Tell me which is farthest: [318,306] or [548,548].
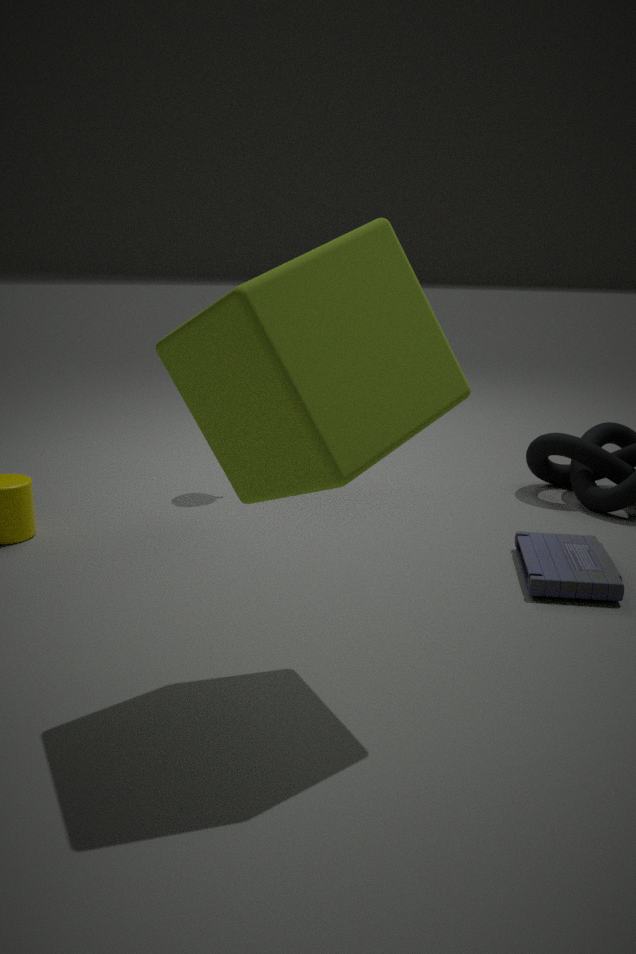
[548,548]
